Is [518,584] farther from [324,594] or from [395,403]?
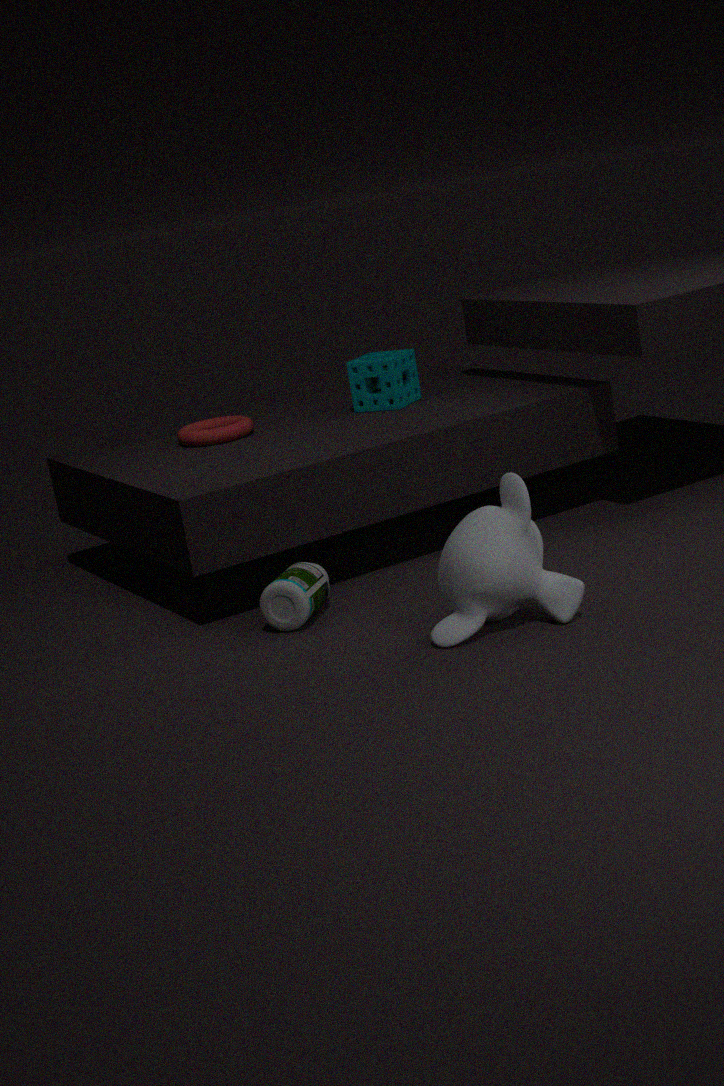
[395,403]
